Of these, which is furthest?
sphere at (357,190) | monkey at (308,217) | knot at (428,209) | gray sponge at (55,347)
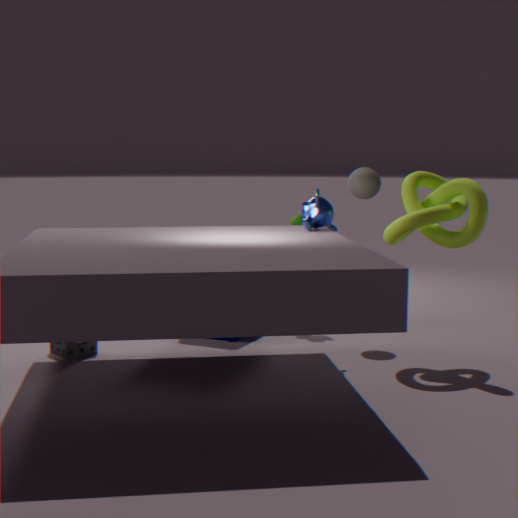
sphere at (357,190)
